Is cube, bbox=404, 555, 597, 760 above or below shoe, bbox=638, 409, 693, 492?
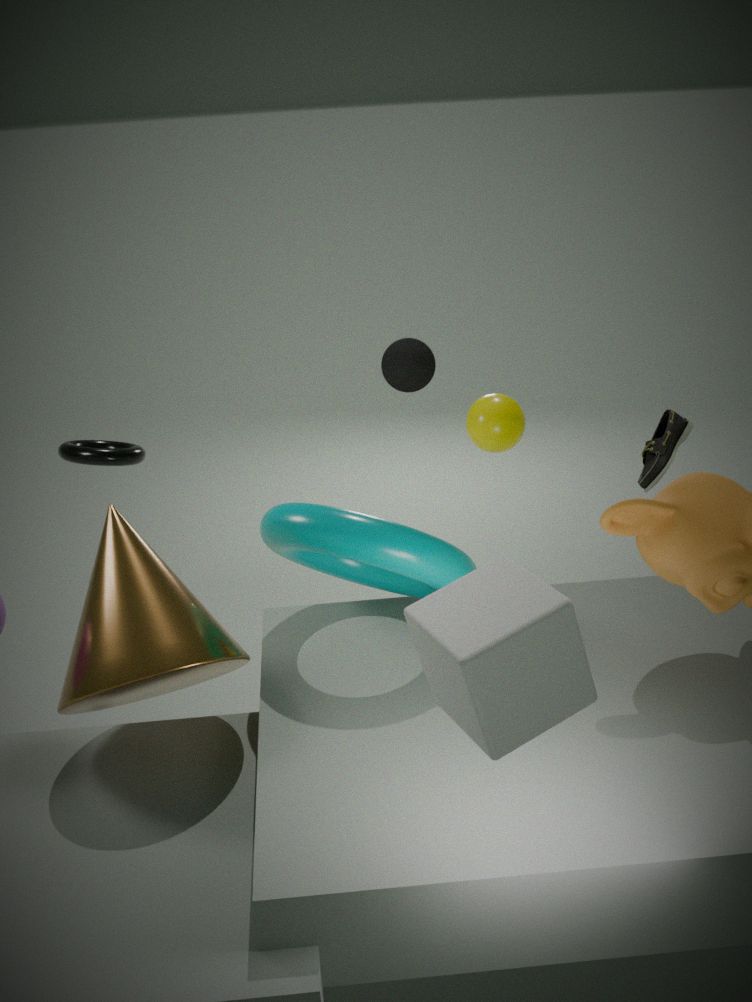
above
